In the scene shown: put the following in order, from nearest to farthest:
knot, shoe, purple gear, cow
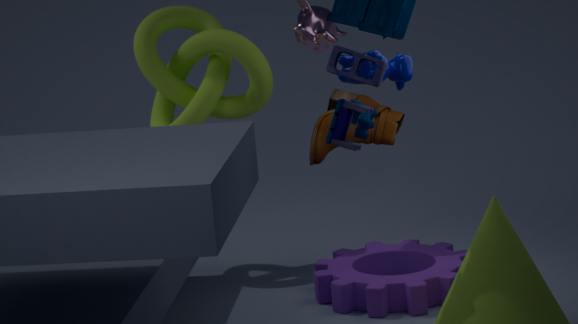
cow
purple gear
shoe
knot
